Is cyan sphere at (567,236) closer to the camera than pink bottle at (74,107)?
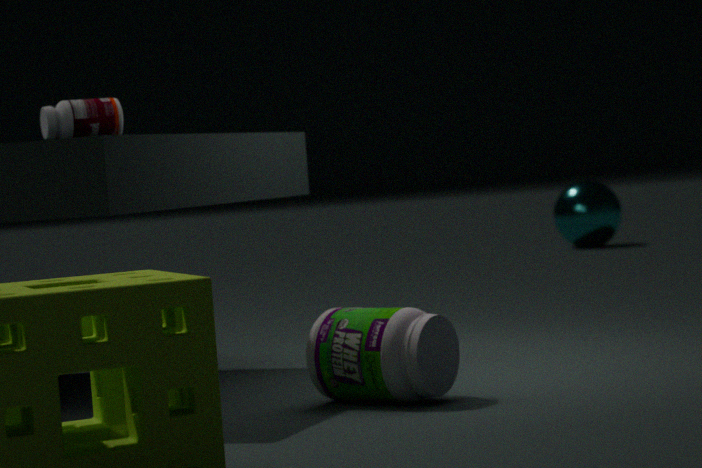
No
